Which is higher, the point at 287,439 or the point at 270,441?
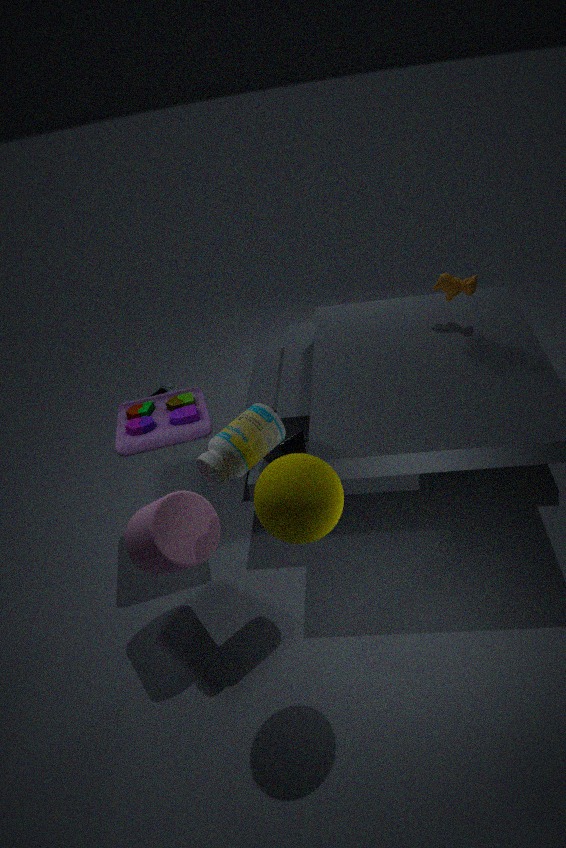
the point at 270,441
